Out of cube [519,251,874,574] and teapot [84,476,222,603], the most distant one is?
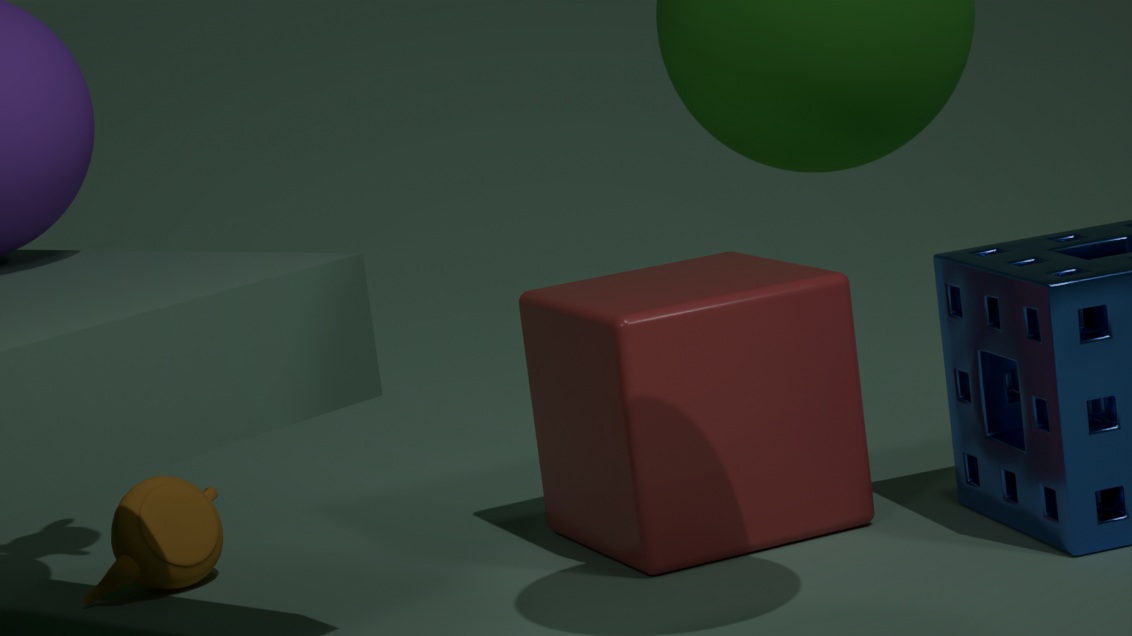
teapot [84,476,222,603]
